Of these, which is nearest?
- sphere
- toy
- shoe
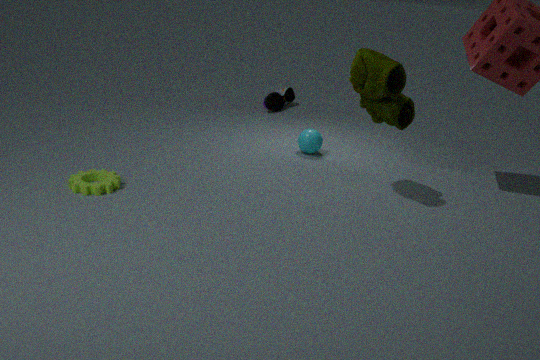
toy
